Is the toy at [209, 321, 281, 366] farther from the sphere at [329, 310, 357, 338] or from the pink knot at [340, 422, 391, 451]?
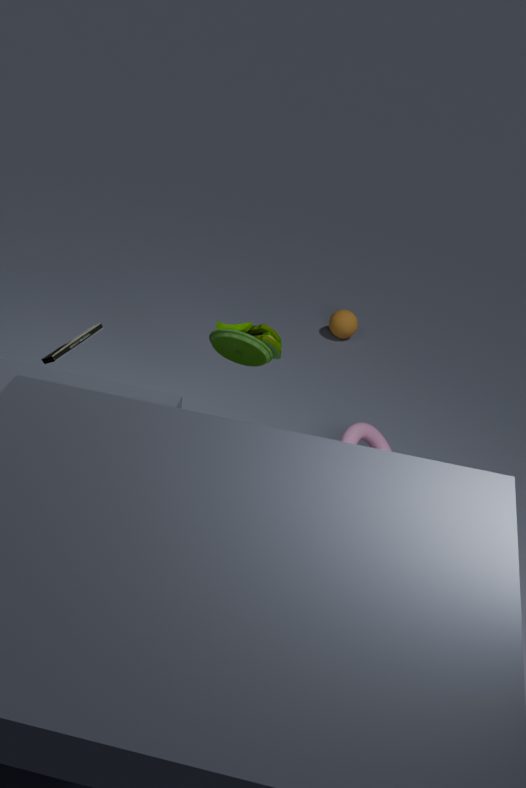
the sphere at [329, 310, 357, 338]
